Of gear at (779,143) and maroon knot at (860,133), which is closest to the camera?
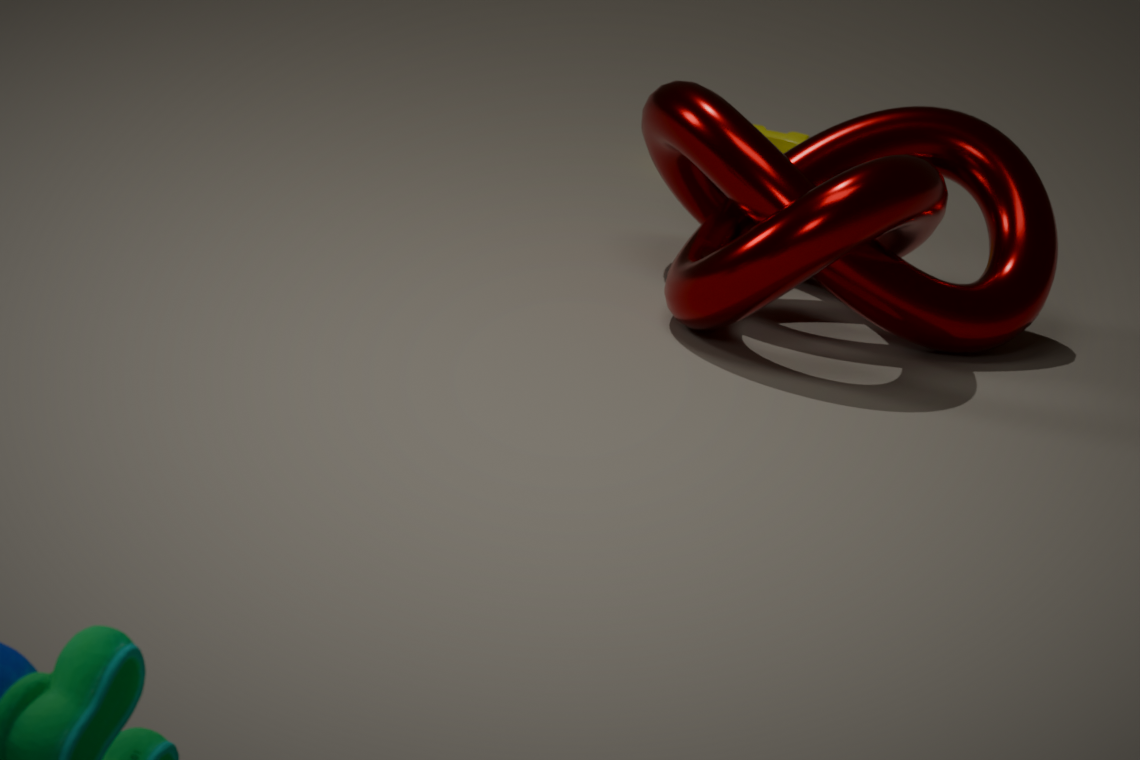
maroon knot at (860,133)
